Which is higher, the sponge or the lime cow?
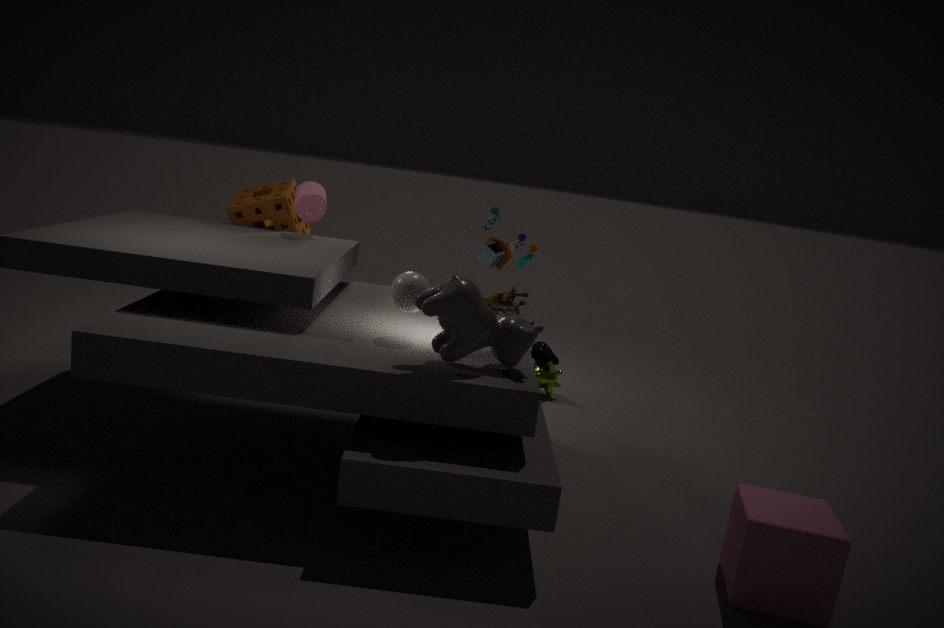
the sponge
